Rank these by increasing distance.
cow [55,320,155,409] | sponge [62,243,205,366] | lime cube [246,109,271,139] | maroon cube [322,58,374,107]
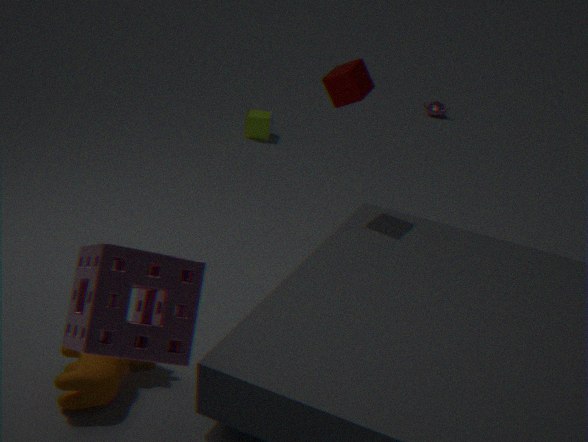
sponge [62,243,205,366], cow [55,320,155,409], maroon cube [322,58,374,107], lime cube [246,109,271,139]
